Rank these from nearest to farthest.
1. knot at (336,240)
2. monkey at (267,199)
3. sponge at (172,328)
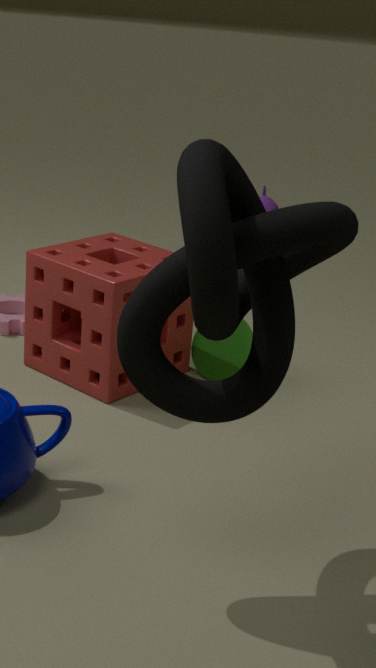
1. knot at (336,240)
2. sponge at (172,328)
3. monkey at (267,199)
